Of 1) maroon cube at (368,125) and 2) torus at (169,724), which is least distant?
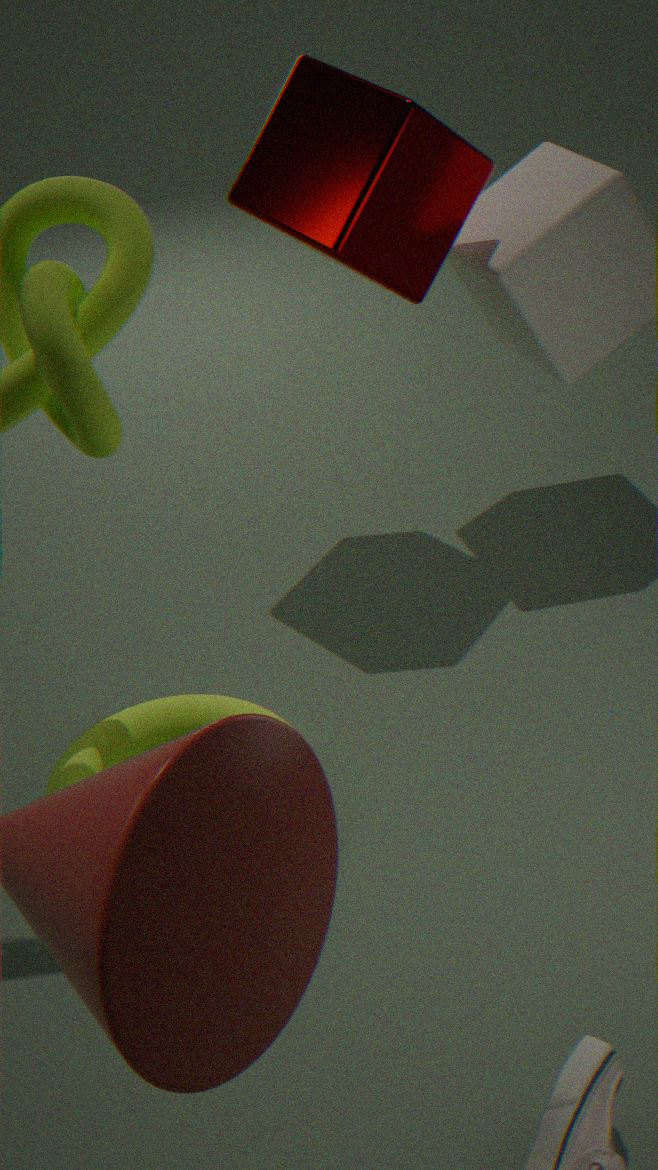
2. torus at (169,724)
